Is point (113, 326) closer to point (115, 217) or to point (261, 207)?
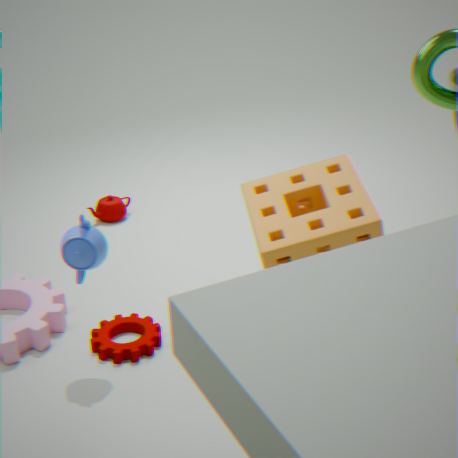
point (261, 207)
